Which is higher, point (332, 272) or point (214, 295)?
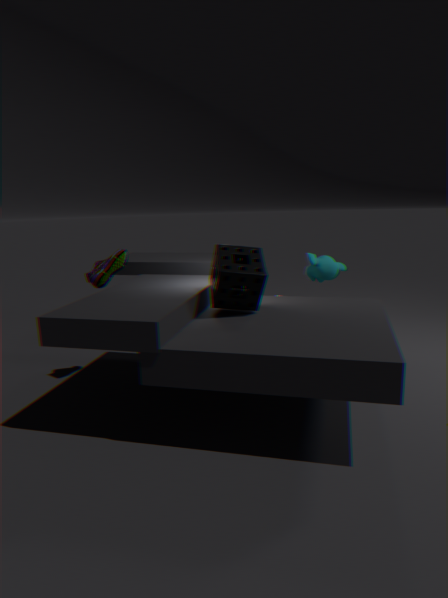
point (214, 295)
